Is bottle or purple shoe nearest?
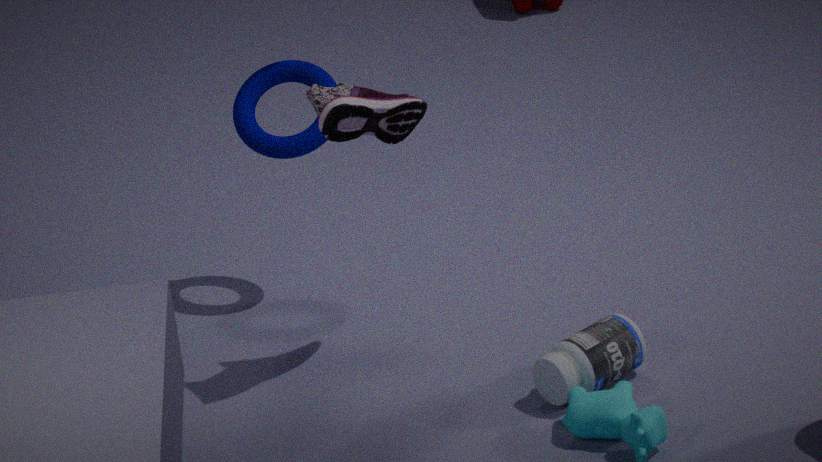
purple shoe
